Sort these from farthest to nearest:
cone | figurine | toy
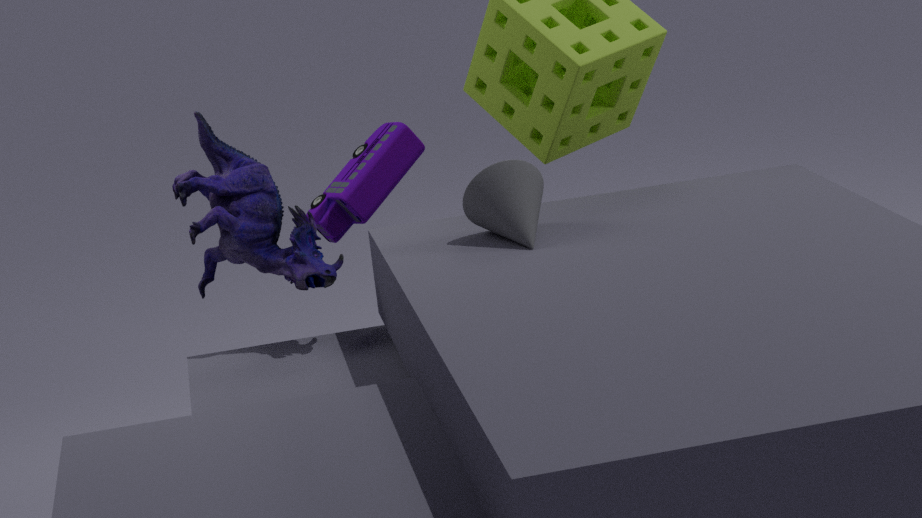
1. toy
2. figurine
3. cone
